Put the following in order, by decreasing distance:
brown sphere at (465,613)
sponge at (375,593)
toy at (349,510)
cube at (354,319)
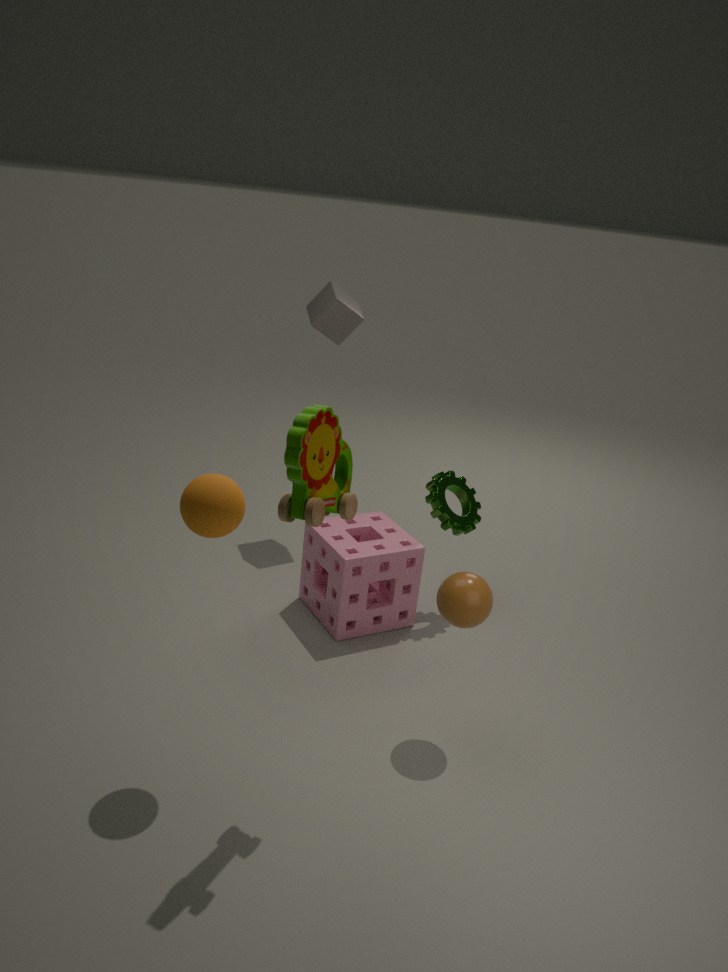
cube at (354,319)
sponge at (375,593)
brown sphere at (465,613)
toy at (349,510)
